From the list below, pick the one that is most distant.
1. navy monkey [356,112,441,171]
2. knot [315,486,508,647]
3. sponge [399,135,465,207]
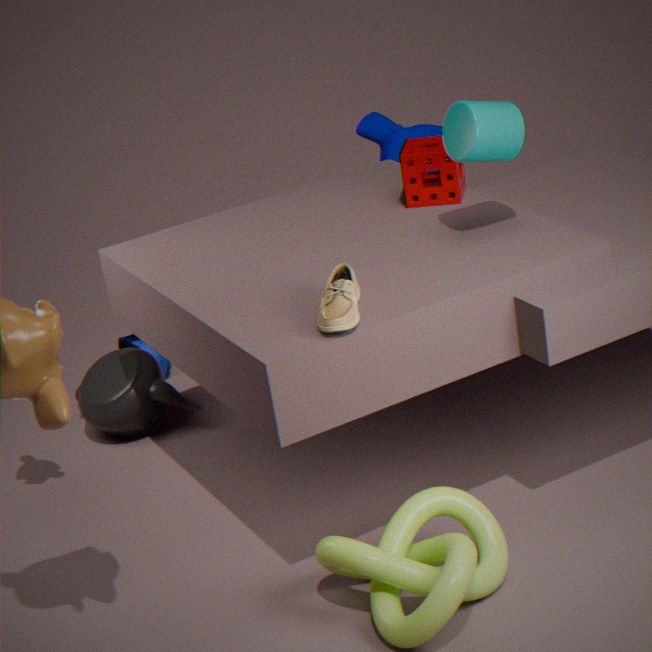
navy monkey [356,112,441,171]
